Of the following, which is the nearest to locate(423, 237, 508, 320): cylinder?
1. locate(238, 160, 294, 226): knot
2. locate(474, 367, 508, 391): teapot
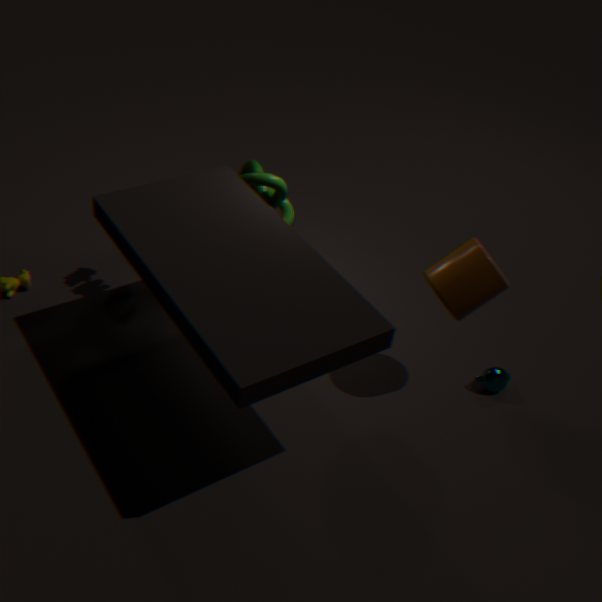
locate(474, 367, 508, 391): teapot
